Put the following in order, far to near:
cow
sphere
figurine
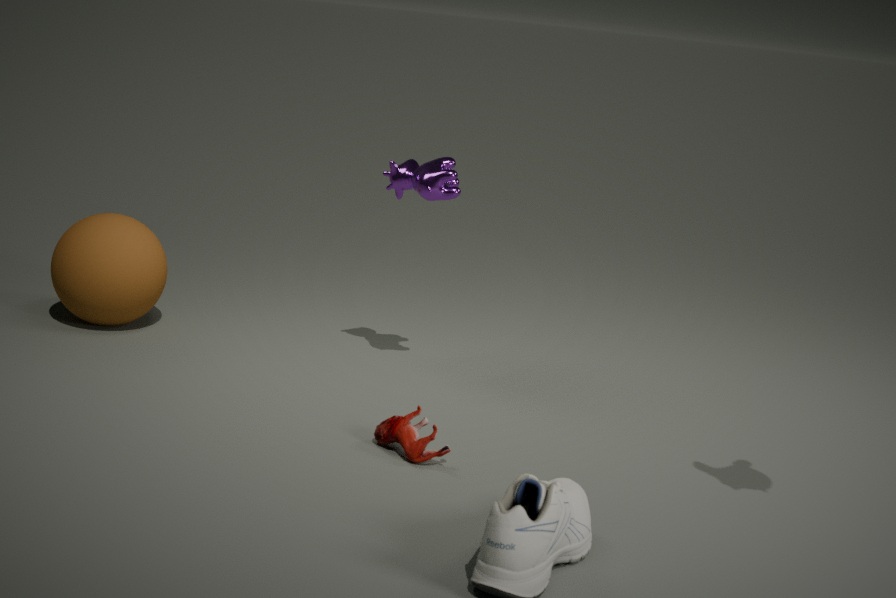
1. sphere
2. cow
3. figurine
